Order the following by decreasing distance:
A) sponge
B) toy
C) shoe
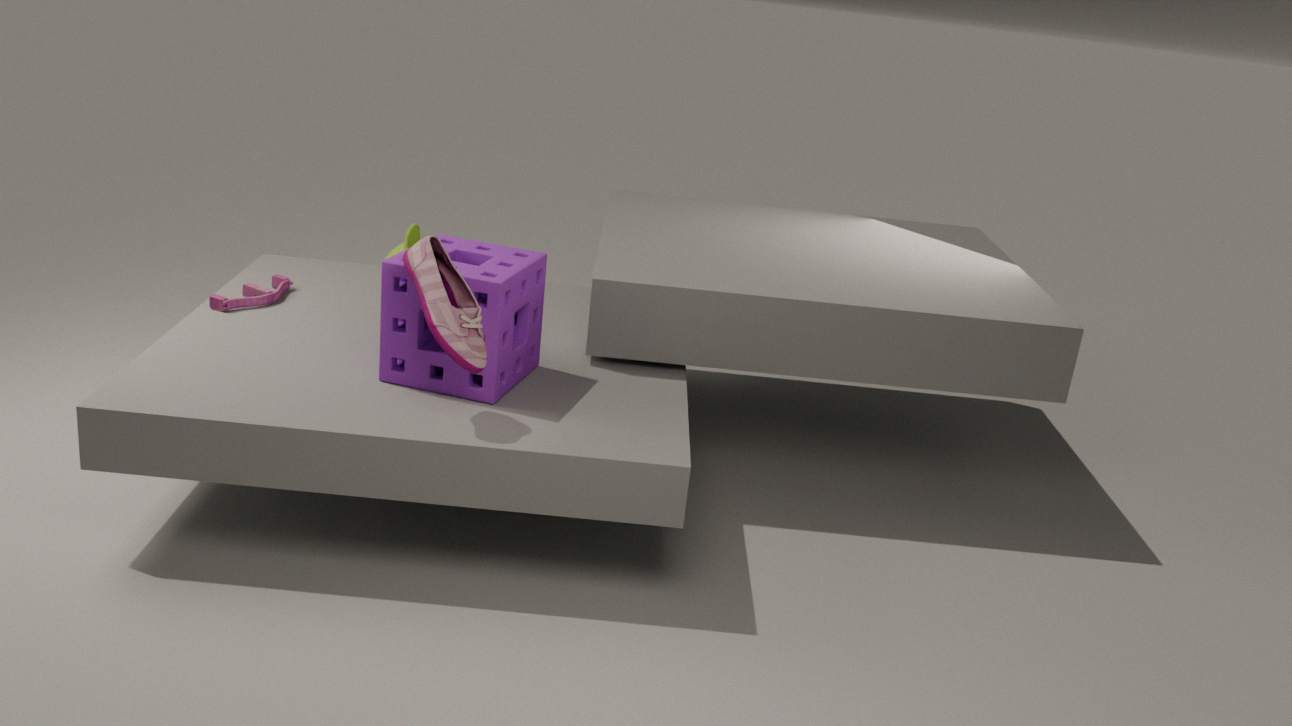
1. B. toy
2. A. sponge
3. C. shoe
